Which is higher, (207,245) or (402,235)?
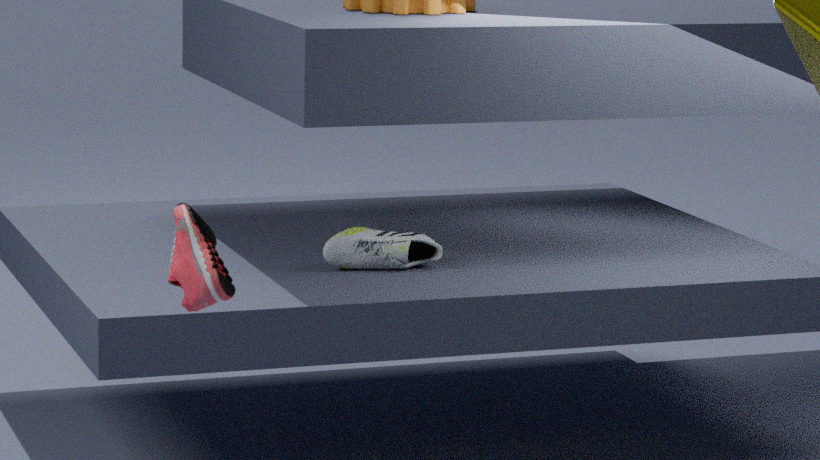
(207,245)
